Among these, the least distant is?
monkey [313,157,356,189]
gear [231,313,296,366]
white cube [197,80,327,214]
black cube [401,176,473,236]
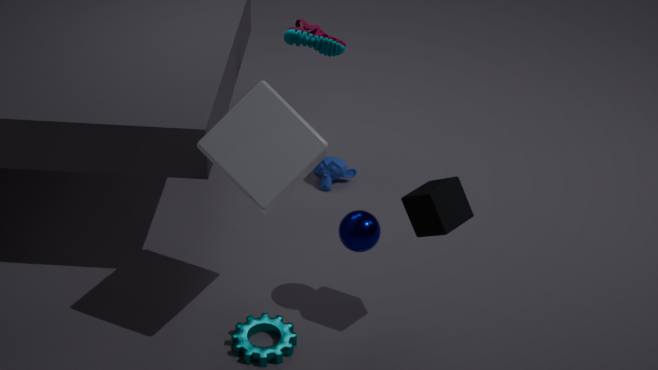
white cube [197,80,327,214]
